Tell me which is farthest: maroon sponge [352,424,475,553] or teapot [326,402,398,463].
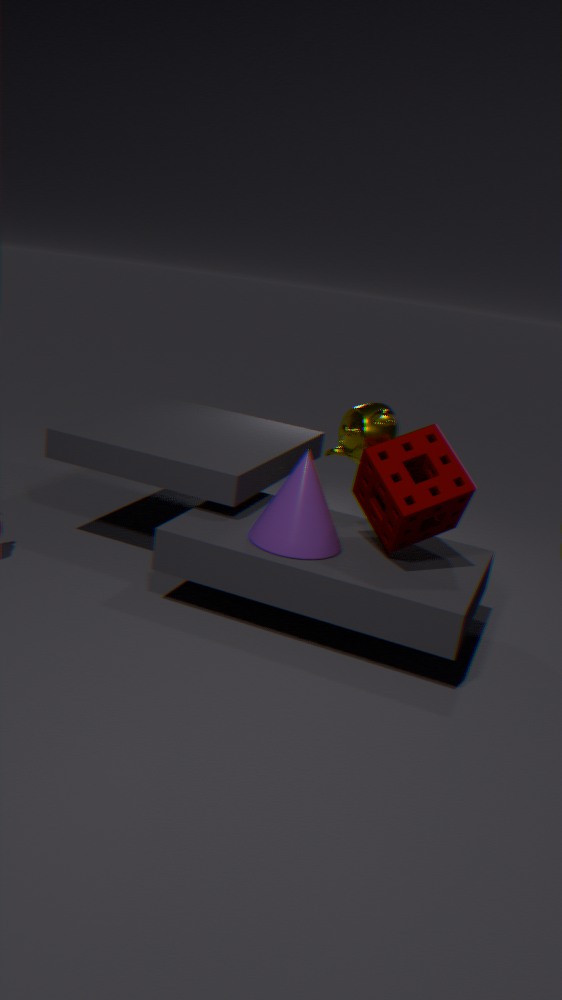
teapot [326,402,398,463]
